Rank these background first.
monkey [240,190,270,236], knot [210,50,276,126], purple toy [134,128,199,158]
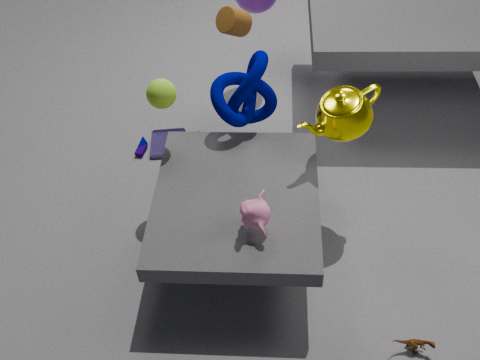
purple toy [134,128,199,158] < knot [210,50,276,126] < monkey [240,190,270,236]
